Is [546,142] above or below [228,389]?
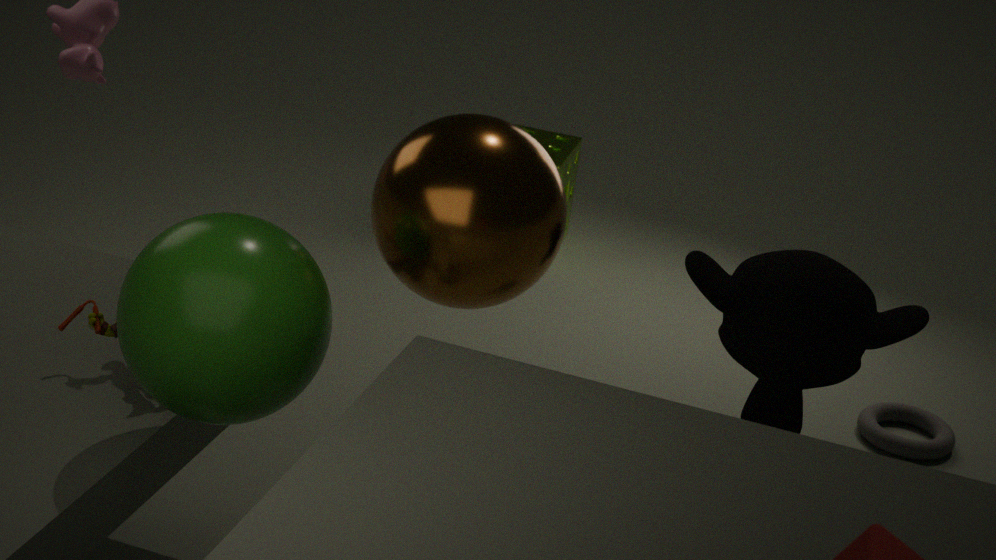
below
